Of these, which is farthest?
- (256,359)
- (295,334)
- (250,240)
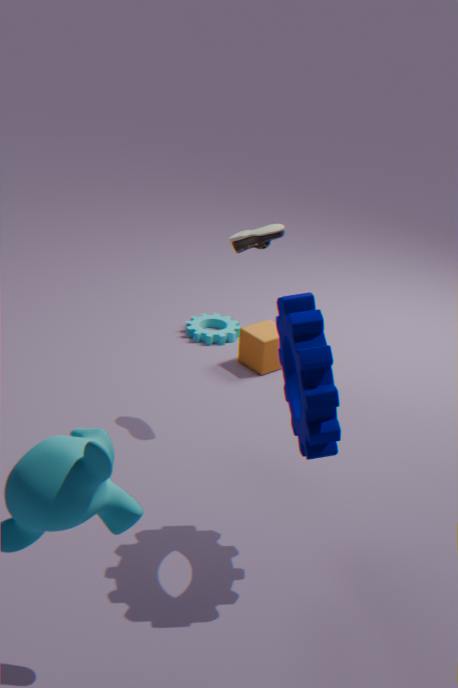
(256,359)
